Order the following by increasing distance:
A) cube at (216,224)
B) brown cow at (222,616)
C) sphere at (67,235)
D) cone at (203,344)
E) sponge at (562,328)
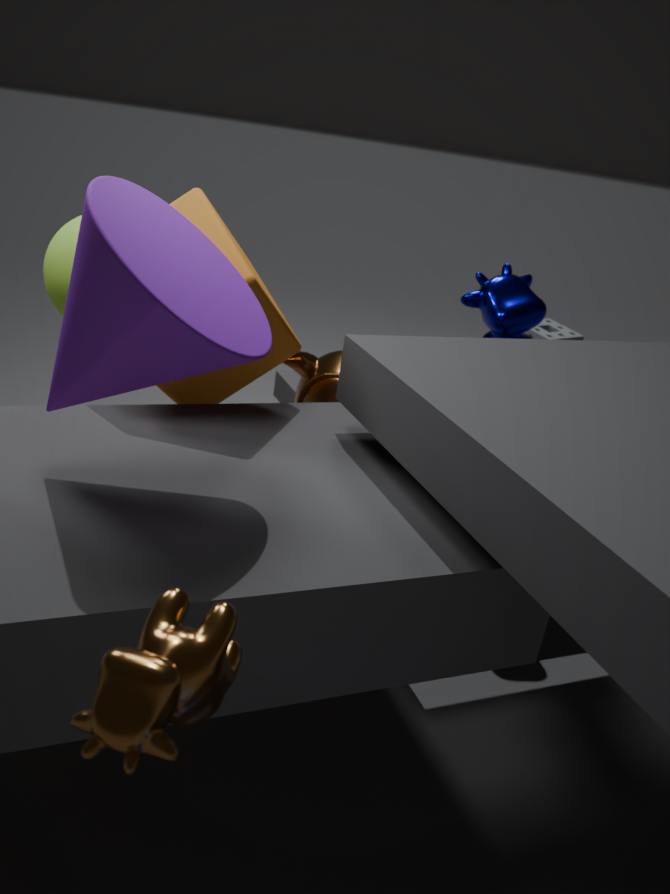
brown cow at (222,616) → cone at (203,344) → cube at (216,224) → sphere at (67,235) → sponge at (562,328)
